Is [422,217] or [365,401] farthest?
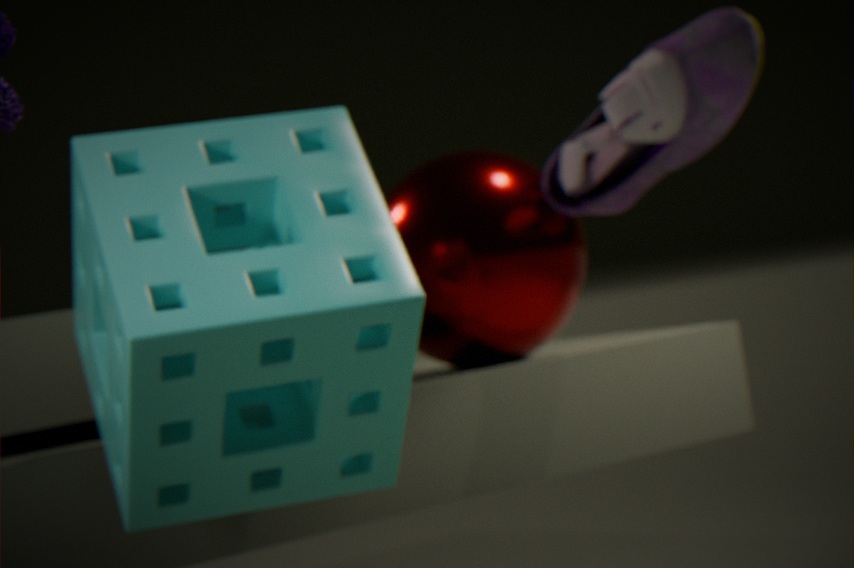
[422,217]
